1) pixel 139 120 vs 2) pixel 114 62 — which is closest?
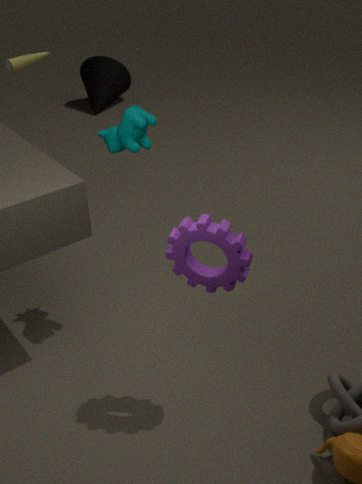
1. pixel 139 120
